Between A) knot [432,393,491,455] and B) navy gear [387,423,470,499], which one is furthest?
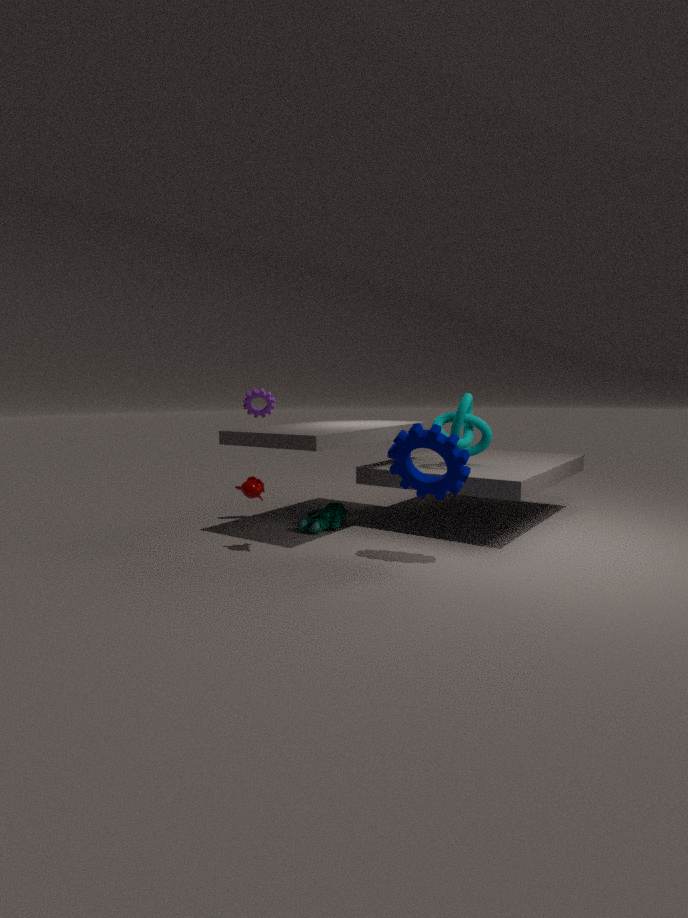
A. knot [432,393,491,455]
